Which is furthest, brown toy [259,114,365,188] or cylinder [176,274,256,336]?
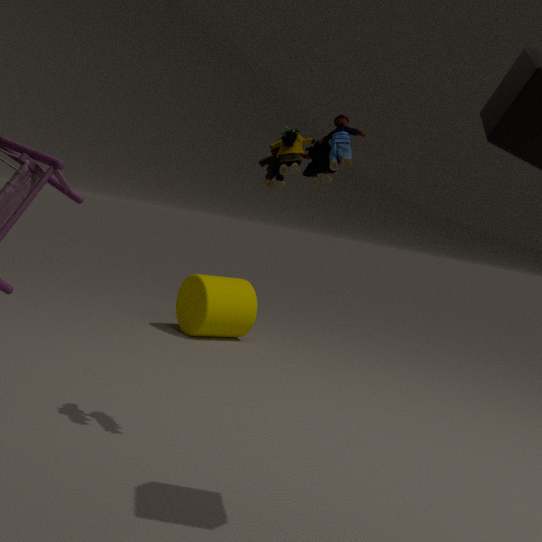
cylinder [176,274,256,336]
